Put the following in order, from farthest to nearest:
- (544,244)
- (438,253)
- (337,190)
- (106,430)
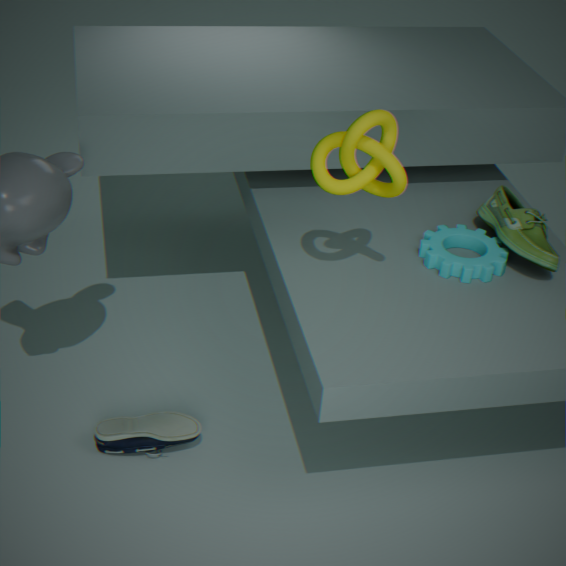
Answer: (544,244), (438,253), (106,430), (337,190)
